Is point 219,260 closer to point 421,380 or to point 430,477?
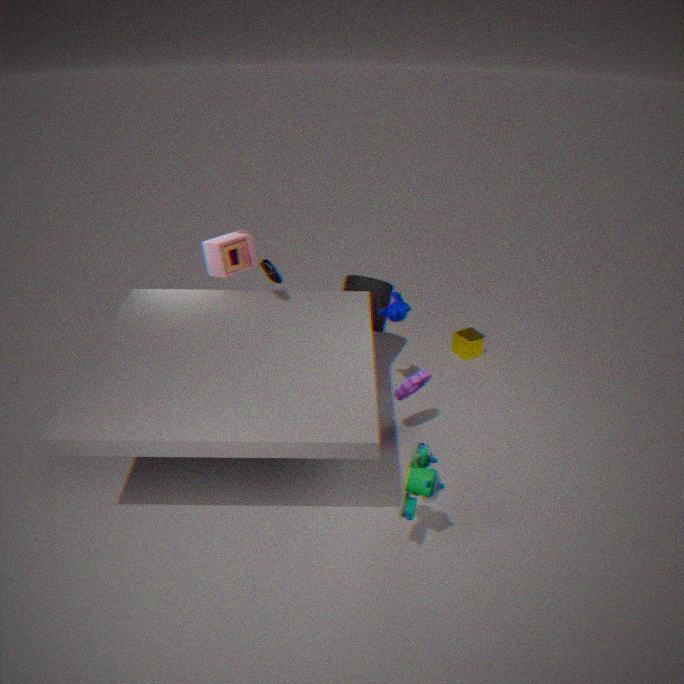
point 421,380
